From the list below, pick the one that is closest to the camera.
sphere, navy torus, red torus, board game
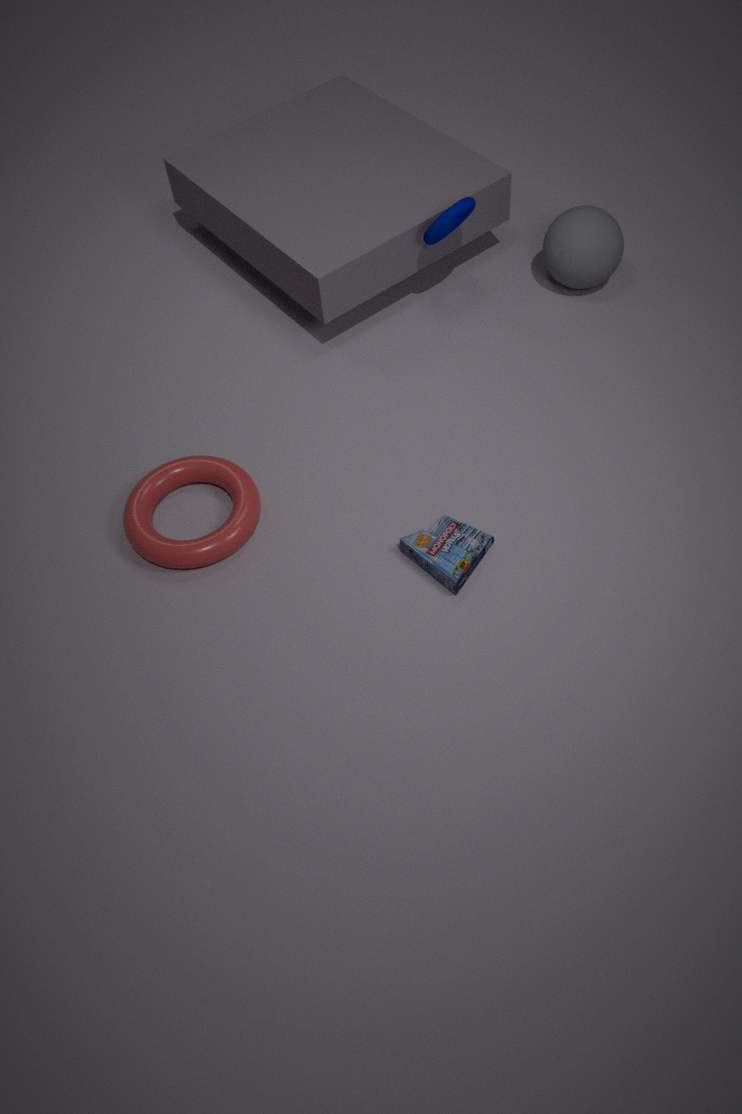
board game
